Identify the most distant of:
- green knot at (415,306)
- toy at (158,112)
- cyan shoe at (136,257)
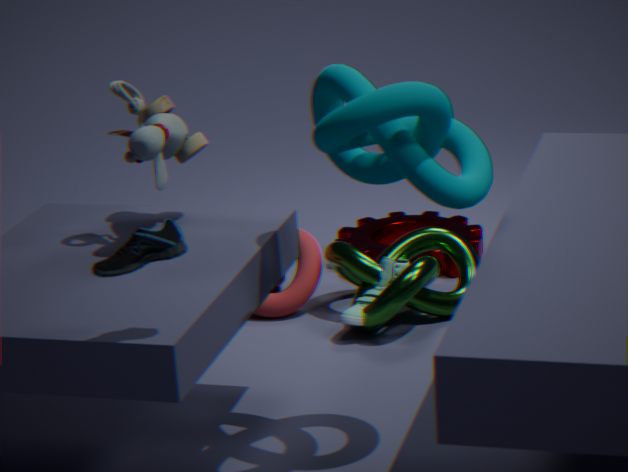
green knot at (415,306)
